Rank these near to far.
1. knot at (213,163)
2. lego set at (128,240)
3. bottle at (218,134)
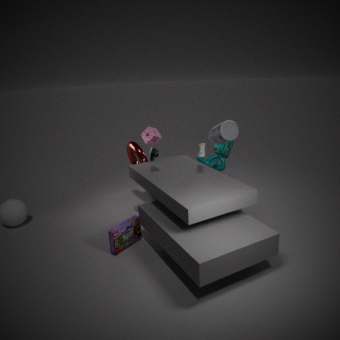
lego set at (128,240) → bottle at (218,134) → knot at (213,163)
